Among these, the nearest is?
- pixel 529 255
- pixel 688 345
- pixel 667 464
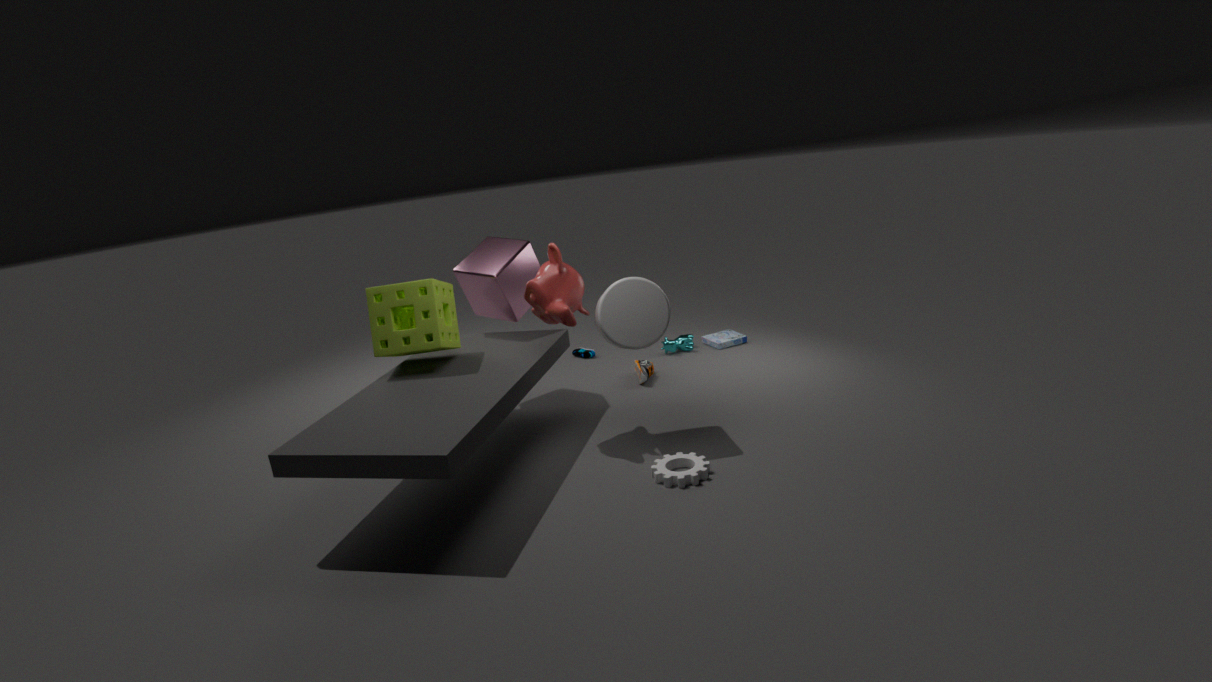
pixel 667 464
